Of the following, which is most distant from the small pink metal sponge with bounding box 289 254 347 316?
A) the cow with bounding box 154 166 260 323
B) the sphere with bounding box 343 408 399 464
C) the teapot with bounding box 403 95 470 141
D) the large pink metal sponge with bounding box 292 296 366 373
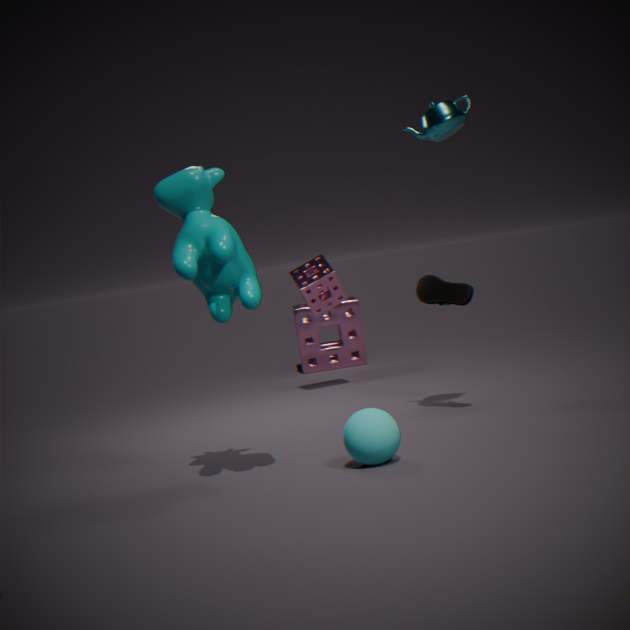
the sphere with bounding box 343 408 399 464
